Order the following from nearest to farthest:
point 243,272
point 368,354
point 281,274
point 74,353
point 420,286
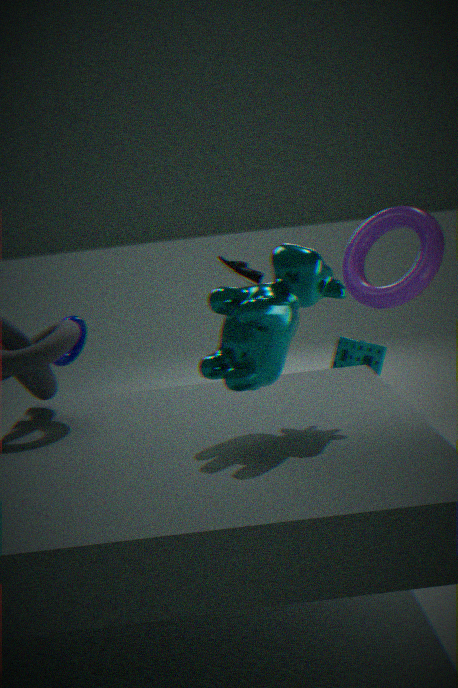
point 281,274, point 420,286, point 74,353, point 368,354, point 243,272
